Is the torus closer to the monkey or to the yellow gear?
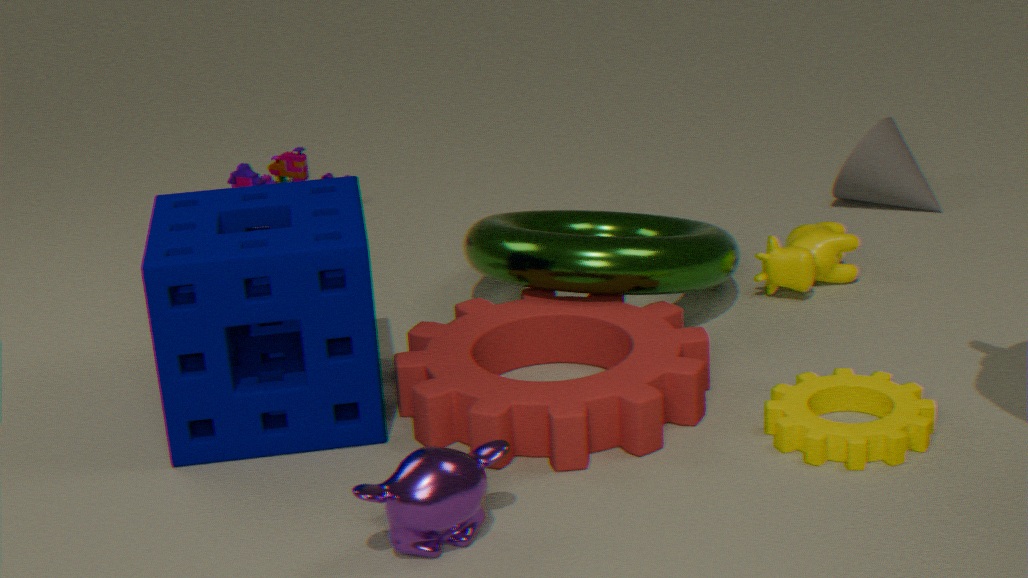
the yellow gear
